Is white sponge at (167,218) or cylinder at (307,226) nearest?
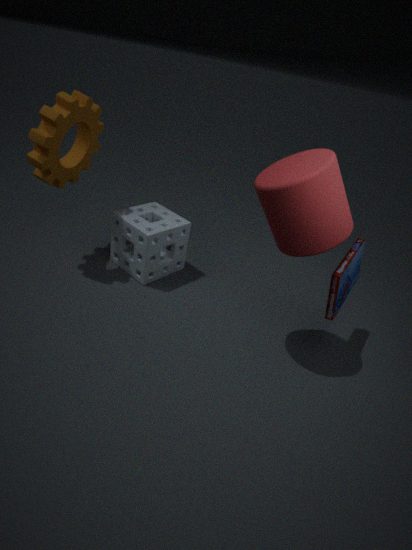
cylinder at (307,226)
